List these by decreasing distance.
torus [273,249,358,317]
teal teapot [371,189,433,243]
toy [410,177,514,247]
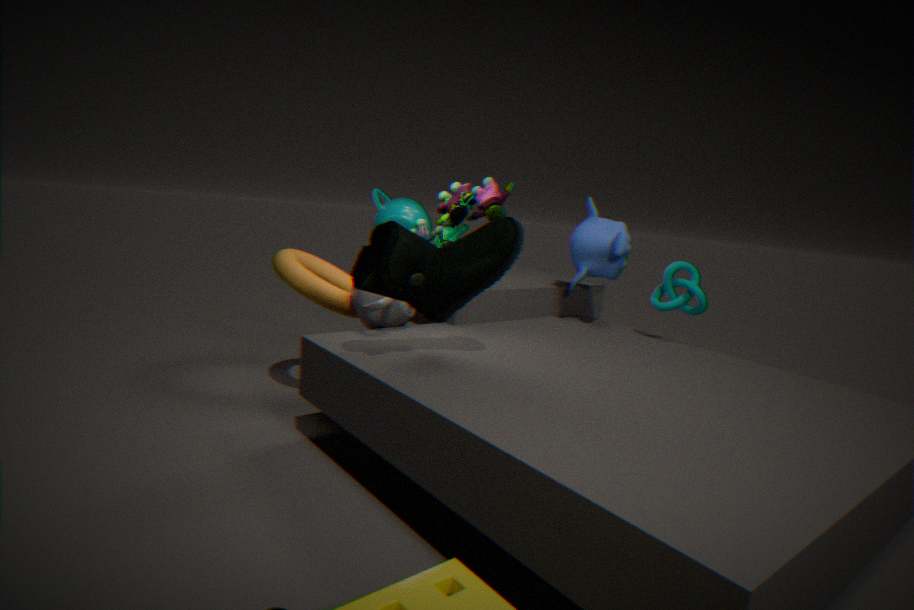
1. teal teapot [371,189,433,243]
2. torus [273,249,358,317]
3. toy [410,177,514,247]
